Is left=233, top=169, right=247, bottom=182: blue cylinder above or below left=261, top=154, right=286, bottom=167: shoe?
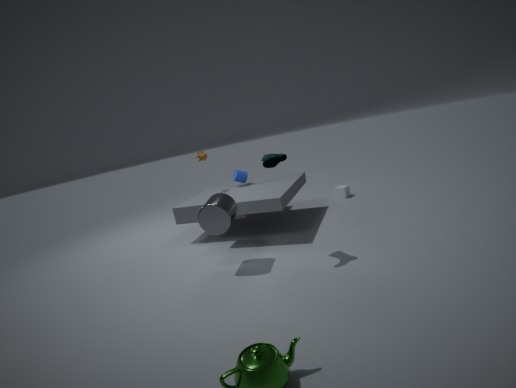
below
